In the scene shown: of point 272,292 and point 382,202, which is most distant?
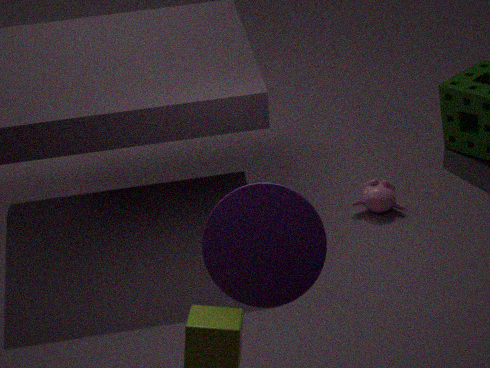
point 382,202
